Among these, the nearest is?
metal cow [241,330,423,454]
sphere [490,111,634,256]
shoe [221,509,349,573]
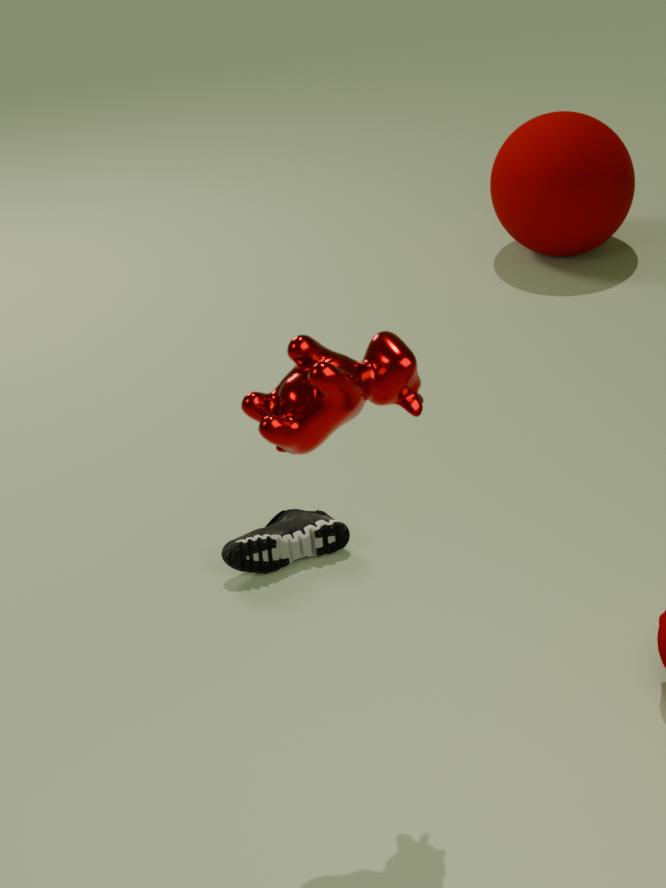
metal cow [241,330,423,454]
